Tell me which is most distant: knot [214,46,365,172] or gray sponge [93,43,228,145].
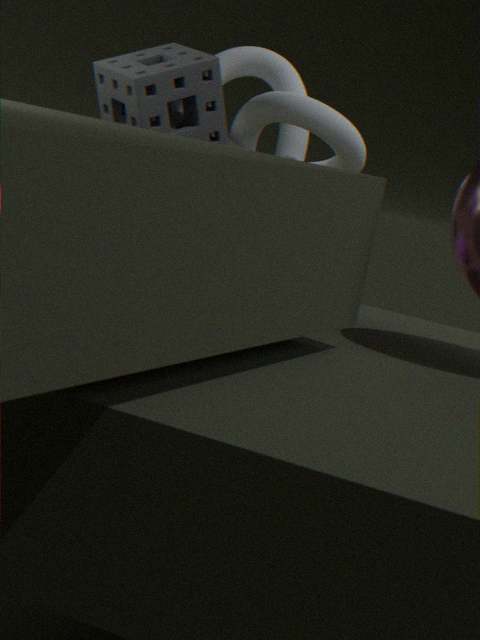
knot [214,46,365,172]
